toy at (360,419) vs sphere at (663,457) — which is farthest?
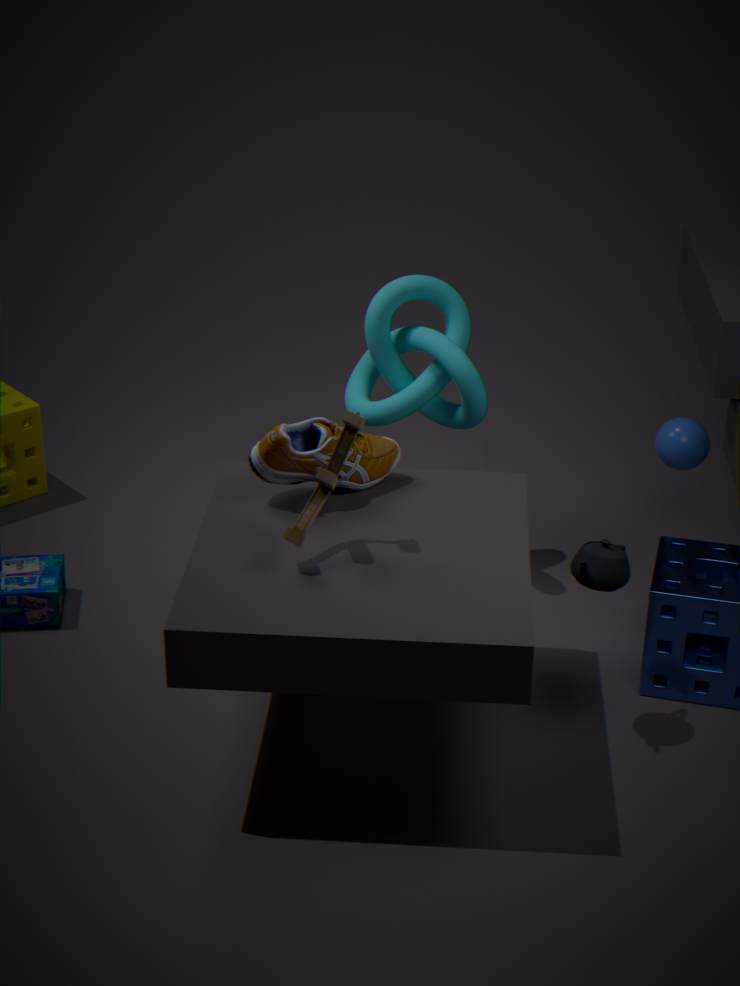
sphere at (663,457)
